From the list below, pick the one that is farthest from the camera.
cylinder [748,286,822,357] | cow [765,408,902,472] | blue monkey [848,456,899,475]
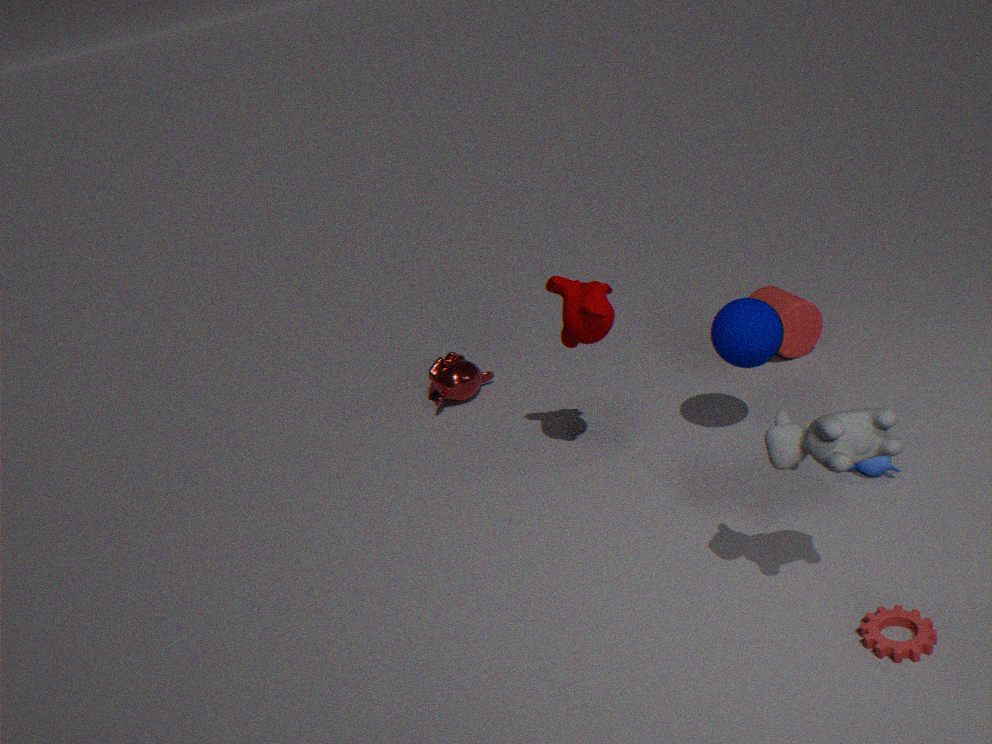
cylinder [748,286,822,357]
